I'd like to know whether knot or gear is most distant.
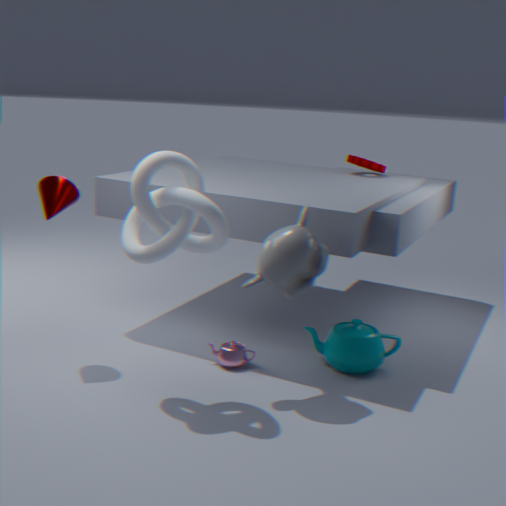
gear
